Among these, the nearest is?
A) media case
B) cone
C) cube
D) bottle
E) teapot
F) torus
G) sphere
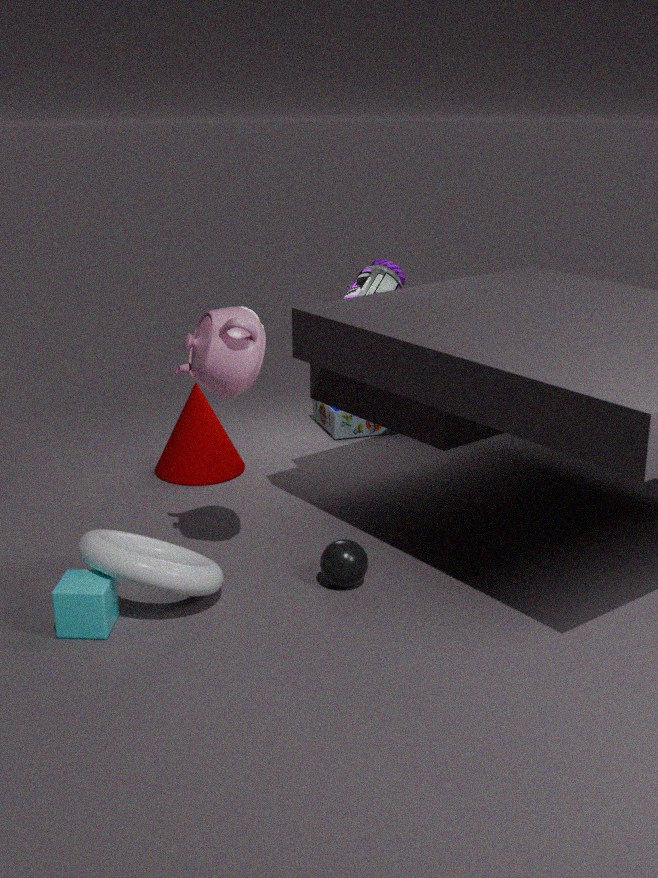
cube
